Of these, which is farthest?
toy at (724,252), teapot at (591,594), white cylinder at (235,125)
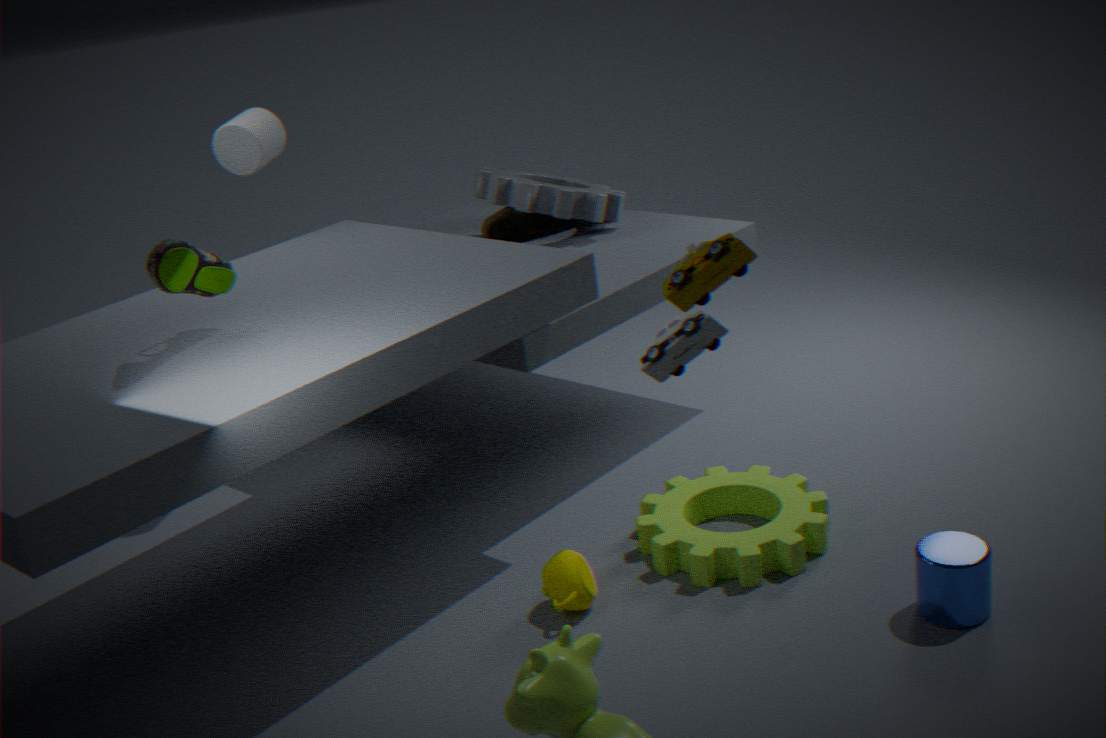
white cylinder at (235,125)
